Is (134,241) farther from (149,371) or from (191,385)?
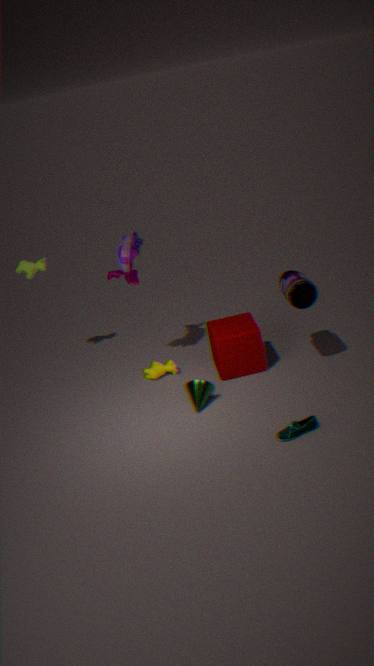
(191,385)
